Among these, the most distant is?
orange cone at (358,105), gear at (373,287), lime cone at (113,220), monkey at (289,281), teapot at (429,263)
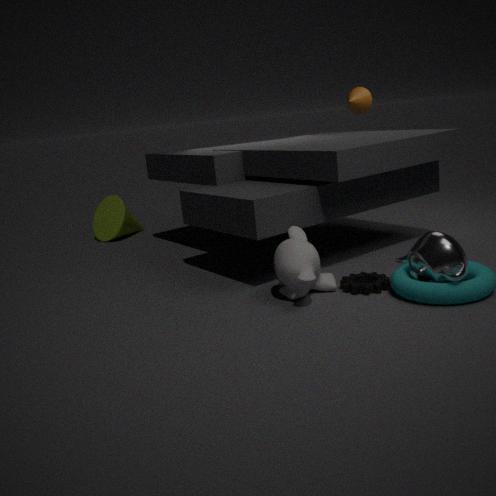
lime cone at (113,220)
